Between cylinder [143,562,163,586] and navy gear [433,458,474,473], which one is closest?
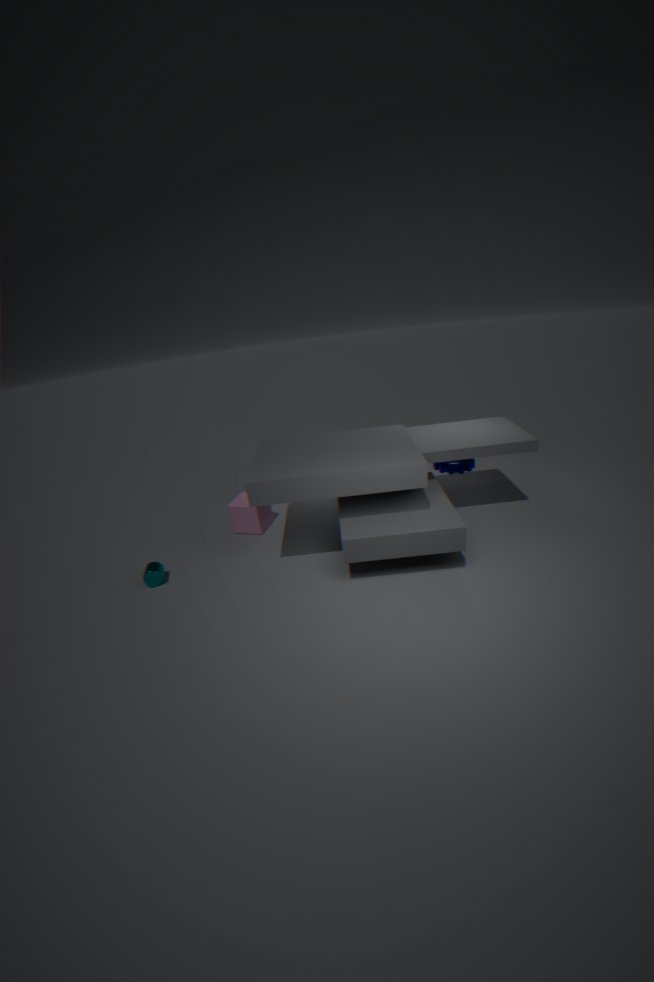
cylinder [143,562,163,586]
